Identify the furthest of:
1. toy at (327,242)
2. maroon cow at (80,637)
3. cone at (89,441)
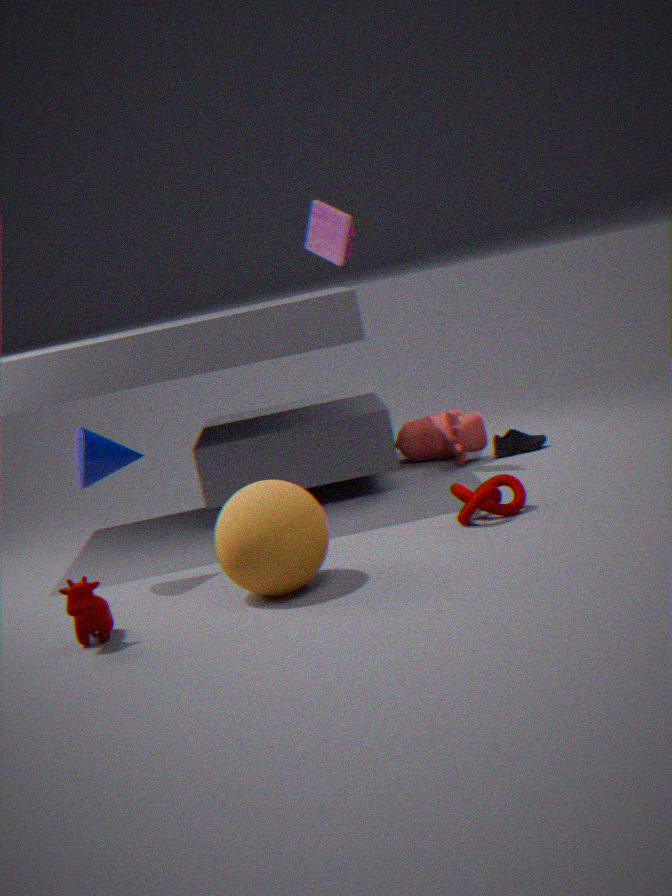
toy at (327,242)
